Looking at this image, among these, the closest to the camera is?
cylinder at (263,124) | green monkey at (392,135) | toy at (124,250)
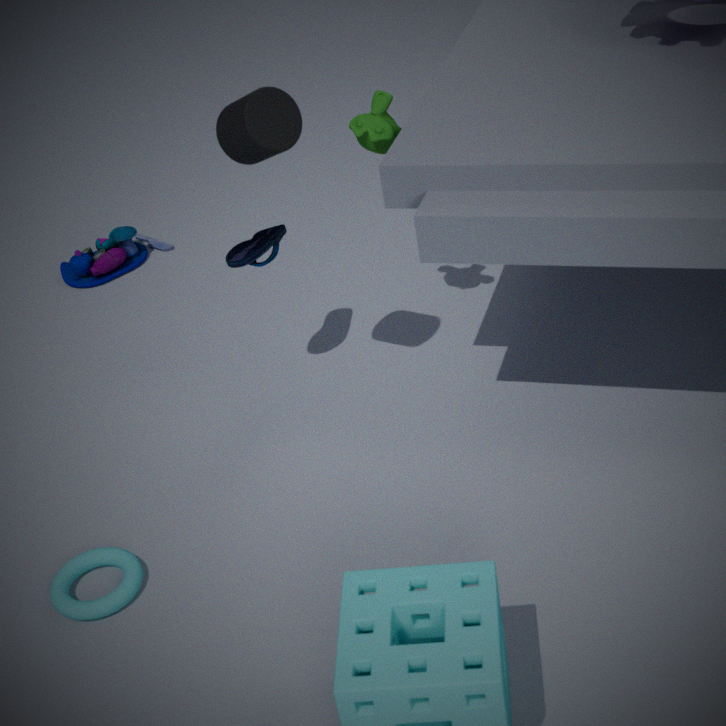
cylinder at (263,124)
